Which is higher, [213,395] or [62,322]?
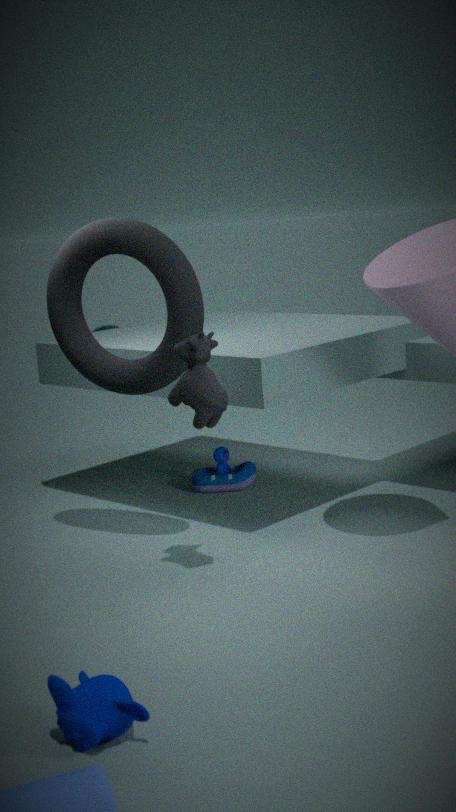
[62,322]
